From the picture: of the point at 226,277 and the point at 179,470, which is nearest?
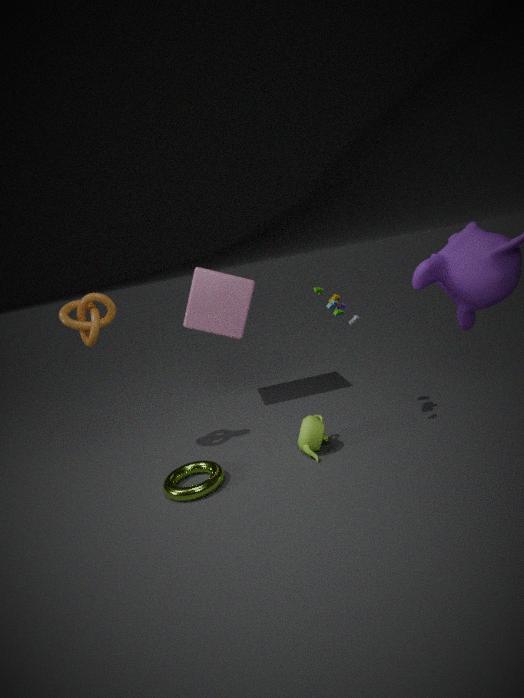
the point at 179,470
